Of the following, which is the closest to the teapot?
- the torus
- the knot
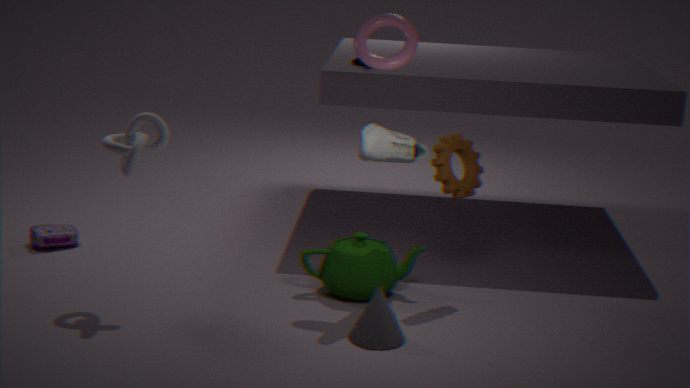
the torus
